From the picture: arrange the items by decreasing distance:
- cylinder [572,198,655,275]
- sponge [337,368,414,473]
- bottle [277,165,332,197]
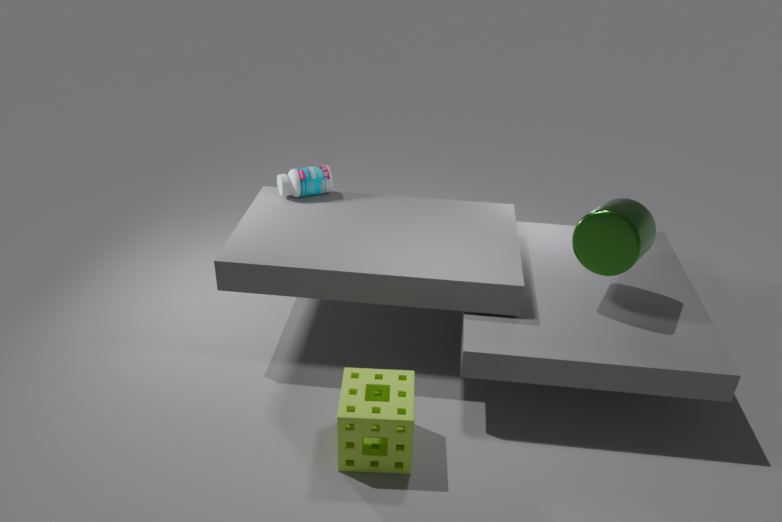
bottle [277,165,332,197]
cylinder [572,198,655,275]
sponge [337,368,414,473]
